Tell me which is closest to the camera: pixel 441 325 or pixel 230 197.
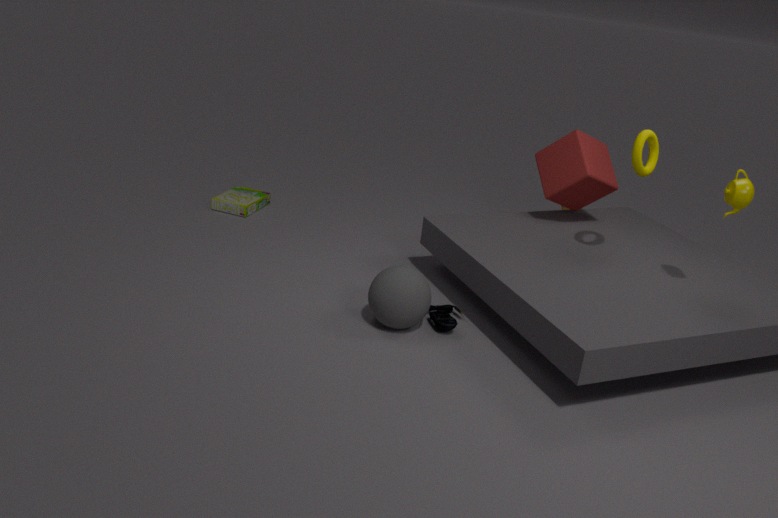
pixel 441 325
